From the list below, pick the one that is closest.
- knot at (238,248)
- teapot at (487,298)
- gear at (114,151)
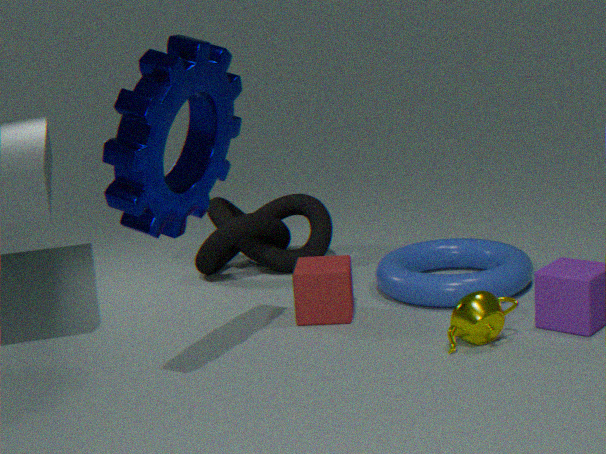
gear at (114,151)
